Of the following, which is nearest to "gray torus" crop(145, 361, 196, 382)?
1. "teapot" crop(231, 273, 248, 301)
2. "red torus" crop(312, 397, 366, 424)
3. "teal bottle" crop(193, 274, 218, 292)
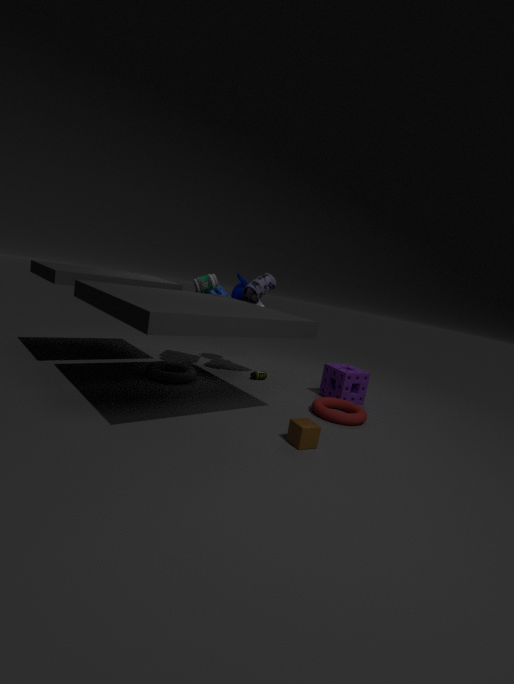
"teal bottle" crop(193, 274, 218, 292)
